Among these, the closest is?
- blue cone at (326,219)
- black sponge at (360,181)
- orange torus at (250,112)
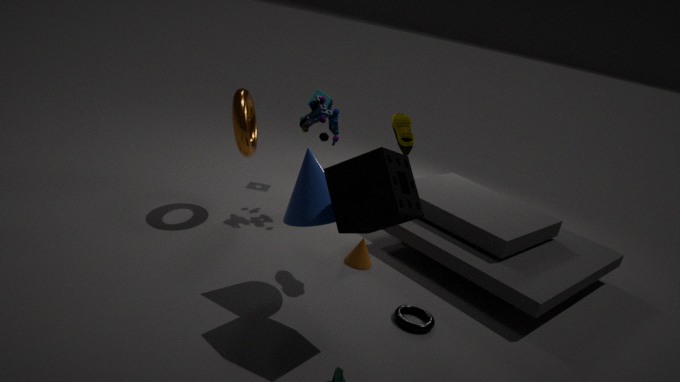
black sponge at (360,181)
